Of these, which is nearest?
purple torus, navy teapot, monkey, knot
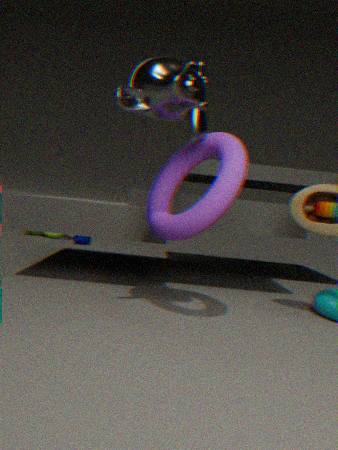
monkey
